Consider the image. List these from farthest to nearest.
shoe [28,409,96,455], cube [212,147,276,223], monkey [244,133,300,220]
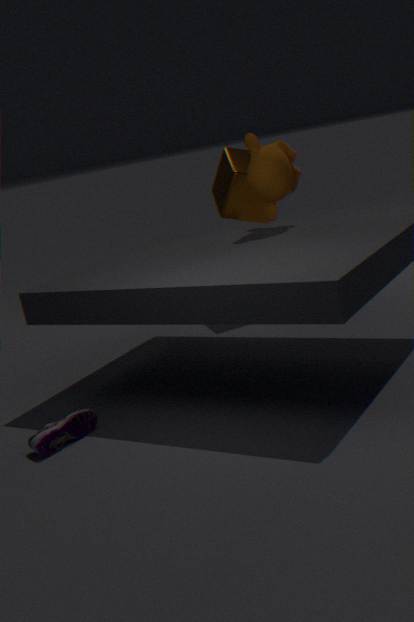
cube [212,147,276,223], monkey [244,133,300,220], shoe [28,409,96,455]
